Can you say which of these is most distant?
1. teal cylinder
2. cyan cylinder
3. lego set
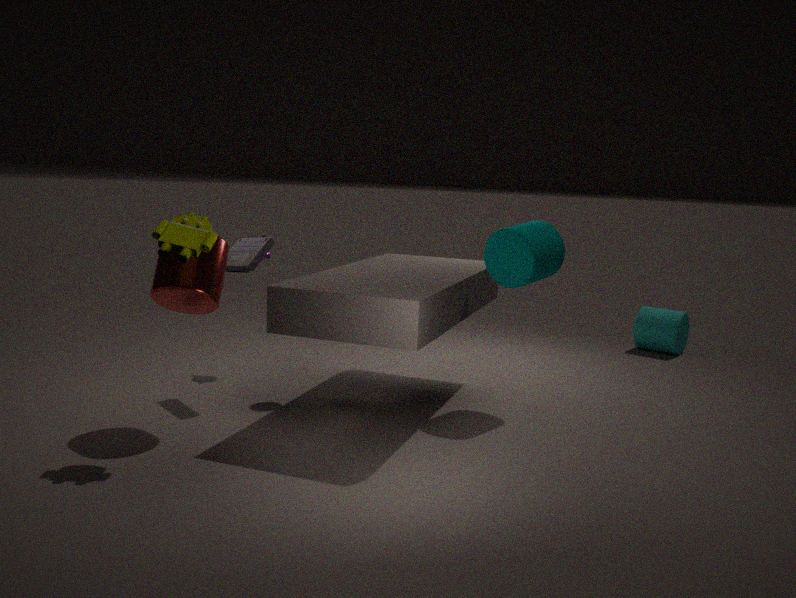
cyan cylinder
